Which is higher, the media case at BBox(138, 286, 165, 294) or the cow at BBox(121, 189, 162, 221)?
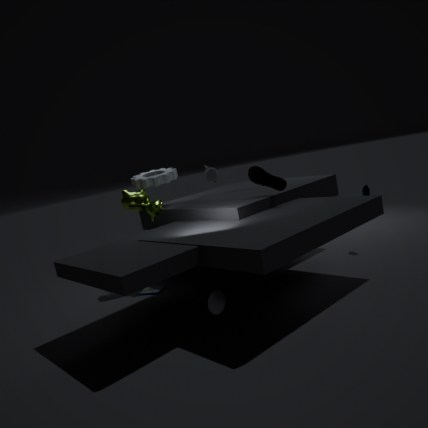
the cow at BBox(121, 189, 162, 221)
